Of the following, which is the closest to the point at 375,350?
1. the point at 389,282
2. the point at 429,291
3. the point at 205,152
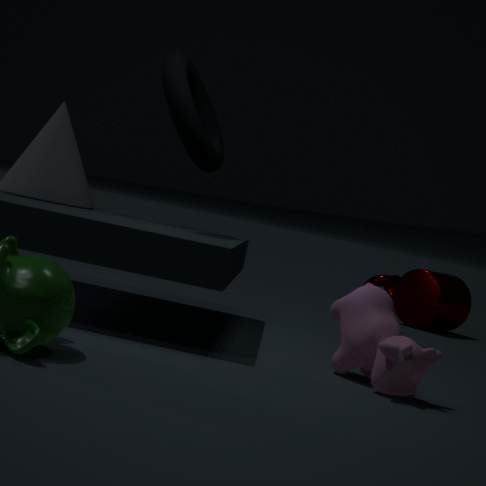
the point at 205,152
